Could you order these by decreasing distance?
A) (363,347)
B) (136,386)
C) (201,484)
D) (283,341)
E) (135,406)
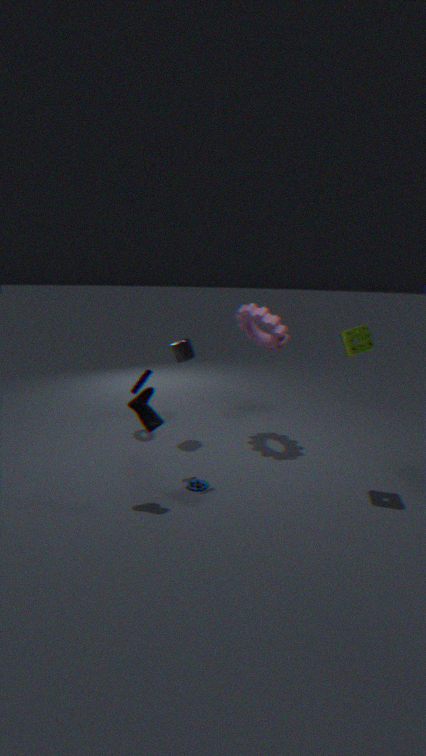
(136,386), (283,341), (363,347), (201,484), (135,406)
